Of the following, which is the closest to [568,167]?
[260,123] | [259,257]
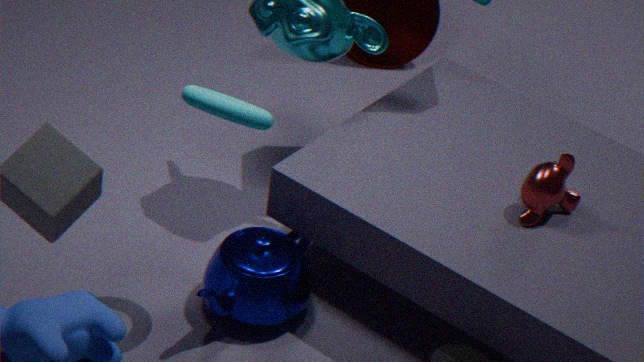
[259,257]
